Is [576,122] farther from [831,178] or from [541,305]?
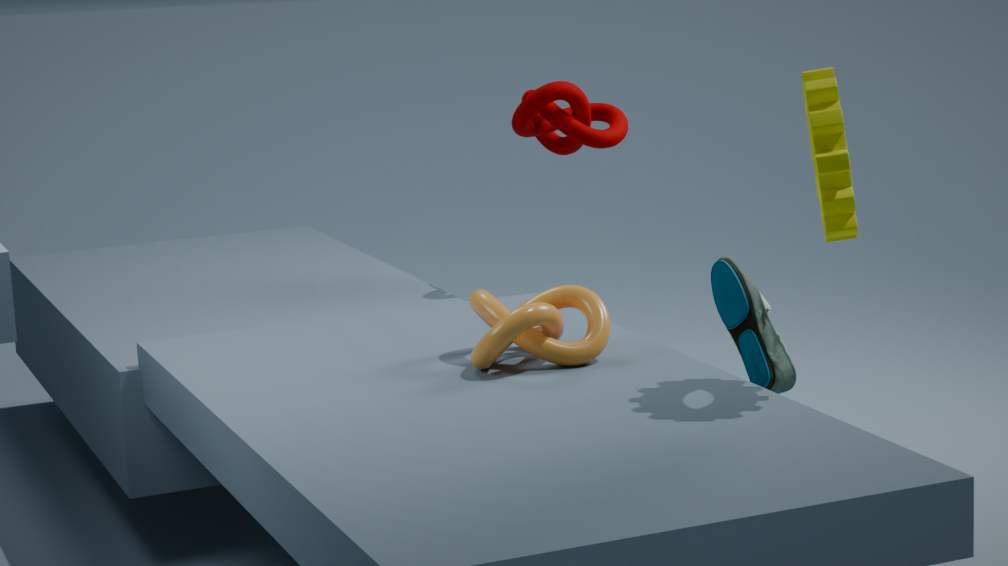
[831,178]
